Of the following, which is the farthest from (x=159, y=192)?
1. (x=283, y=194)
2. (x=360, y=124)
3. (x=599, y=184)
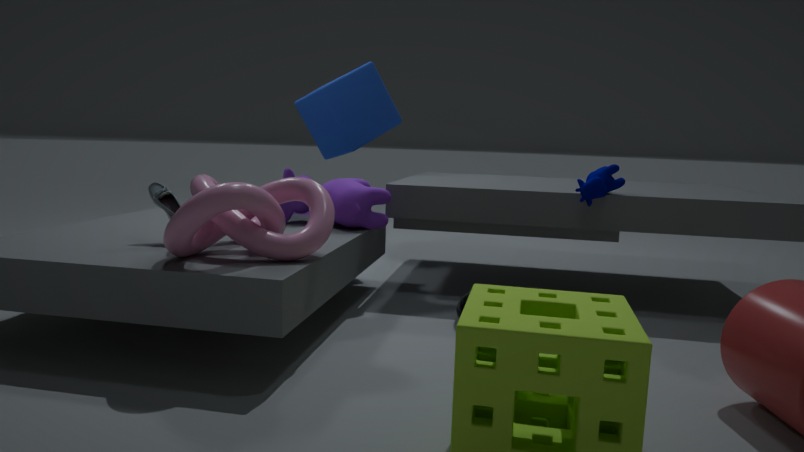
(x=599, y=184)
